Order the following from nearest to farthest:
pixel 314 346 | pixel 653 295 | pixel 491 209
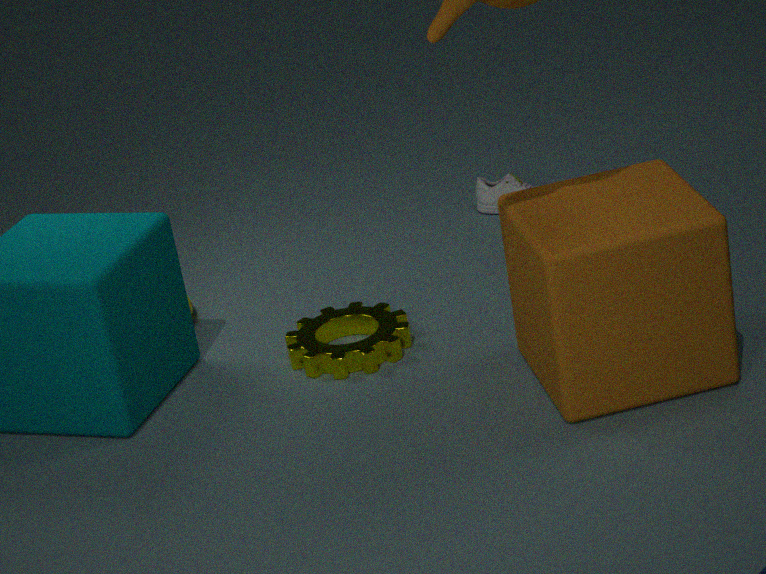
pixel 653 295
pixel 314 346
pixel 491 209
